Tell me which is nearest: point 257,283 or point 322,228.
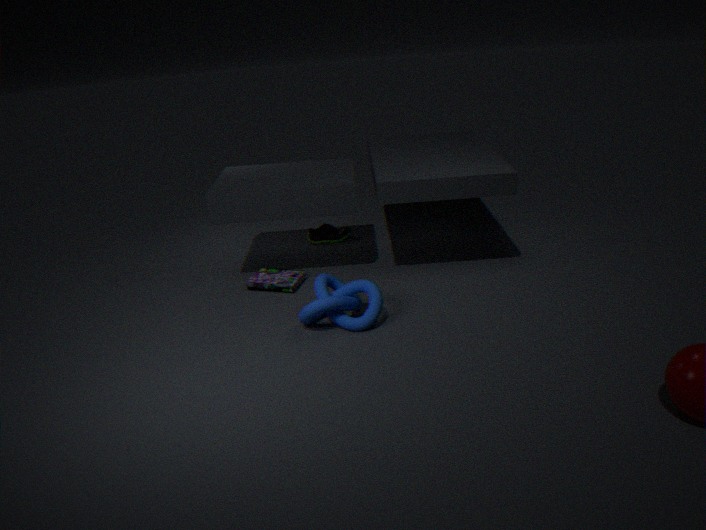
point 257,283
